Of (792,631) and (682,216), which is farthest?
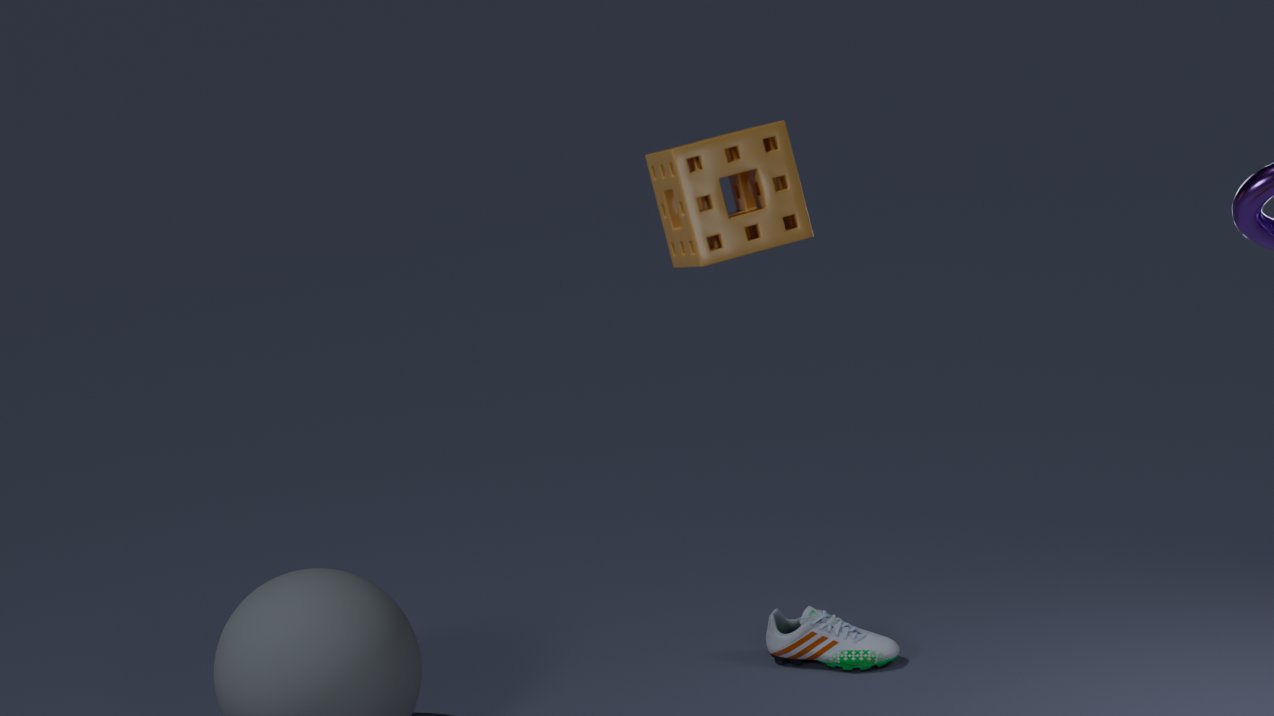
(792,631)
